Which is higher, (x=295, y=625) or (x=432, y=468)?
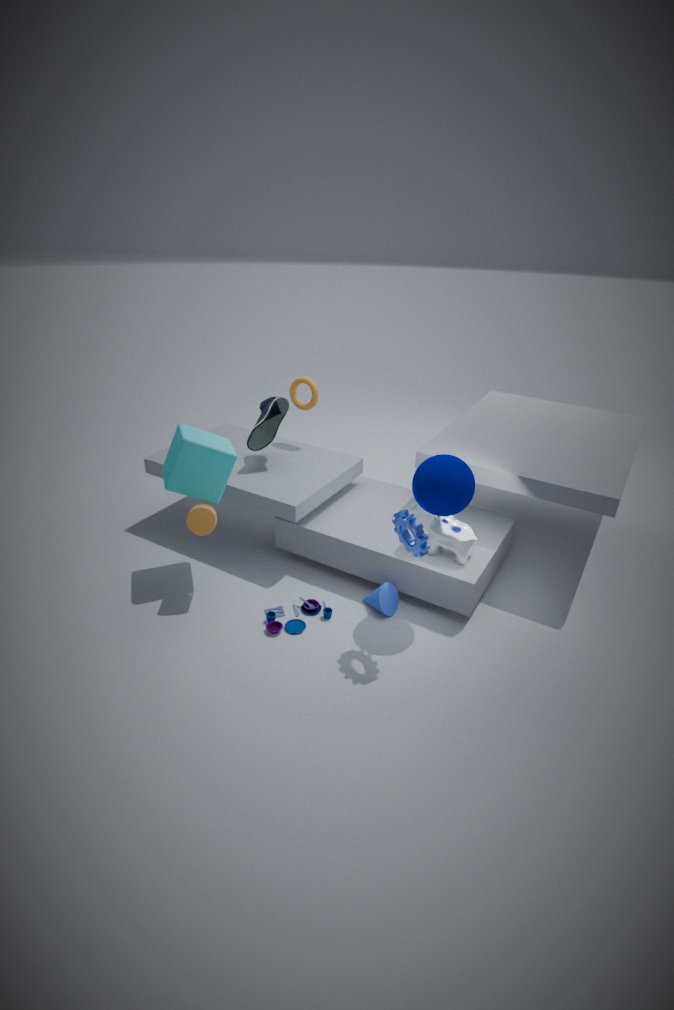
(x=432, y=468)
